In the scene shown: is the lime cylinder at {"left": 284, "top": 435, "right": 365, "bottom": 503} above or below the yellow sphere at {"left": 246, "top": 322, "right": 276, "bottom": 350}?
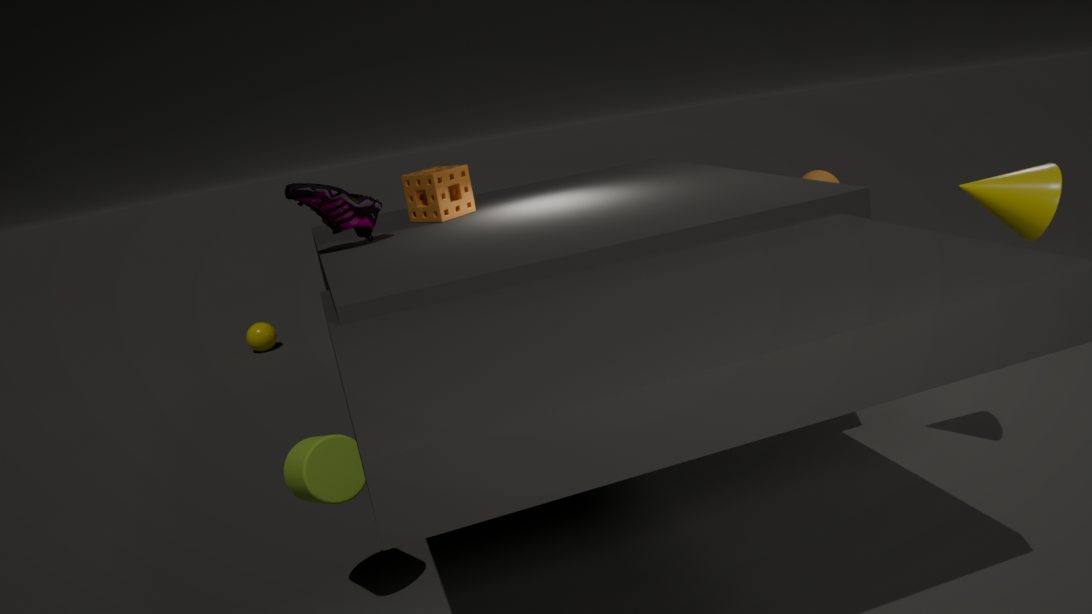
above
